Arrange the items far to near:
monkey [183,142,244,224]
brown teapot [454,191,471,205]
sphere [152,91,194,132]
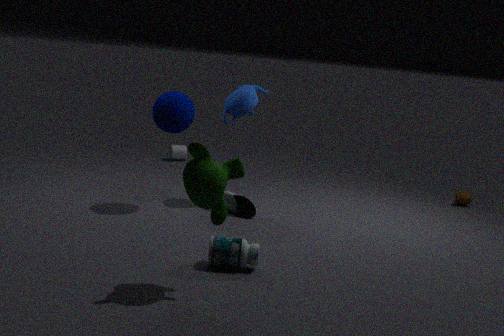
brown teapot [454,191,471,205]
sphere [152,91,194,132]
monkey [183,142,244,224]
